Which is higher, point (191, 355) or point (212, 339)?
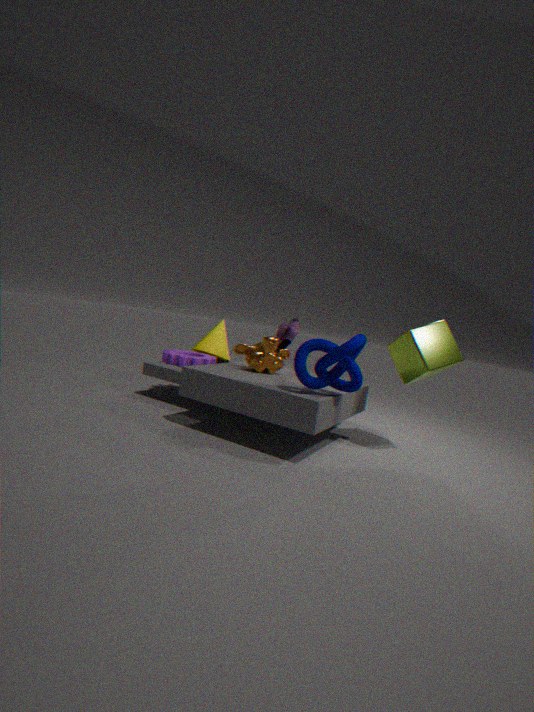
point (212, 339)
